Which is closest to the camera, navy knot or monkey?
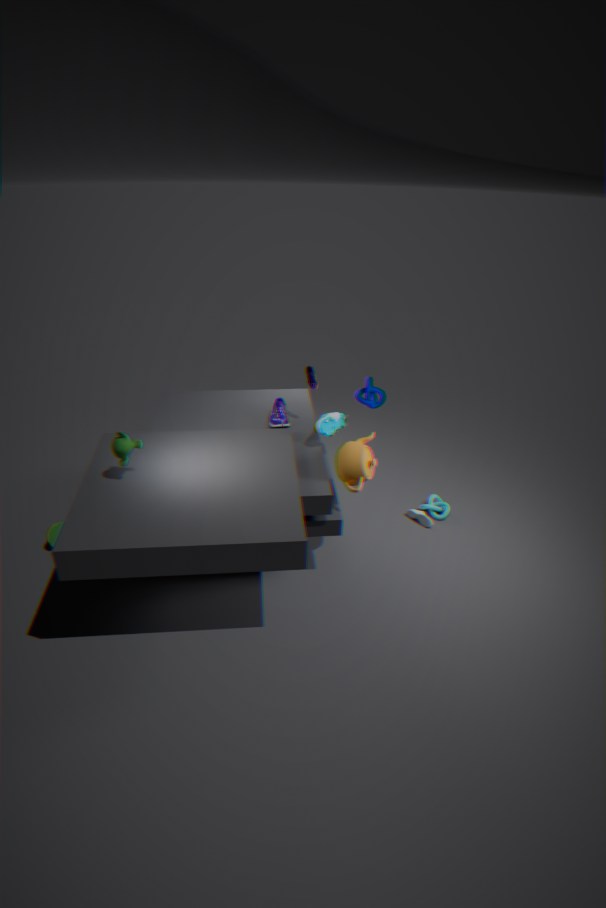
monkey
